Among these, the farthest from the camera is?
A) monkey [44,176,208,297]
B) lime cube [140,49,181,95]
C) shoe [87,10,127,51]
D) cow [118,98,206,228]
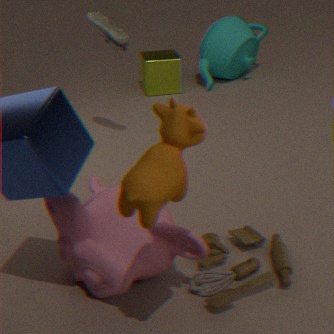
lime cube [140,49,181,95]
